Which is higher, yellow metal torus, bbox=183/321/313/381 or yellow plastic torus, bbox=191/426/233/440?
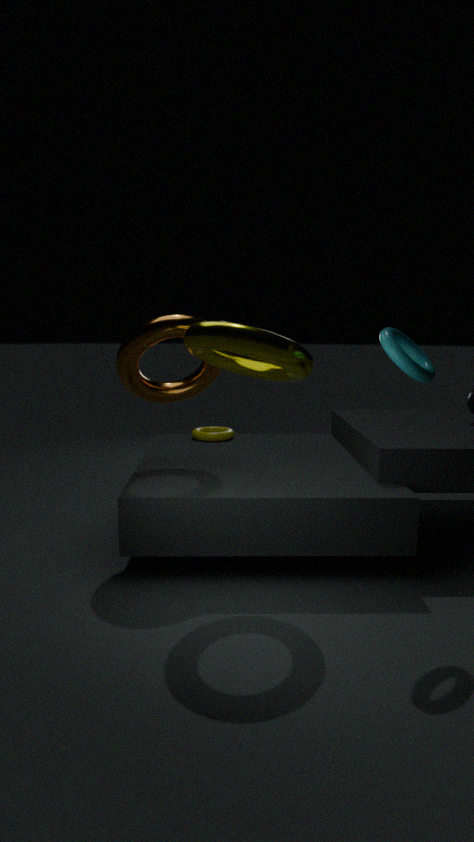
yellow metal torus, bbox=183/321/313/381
